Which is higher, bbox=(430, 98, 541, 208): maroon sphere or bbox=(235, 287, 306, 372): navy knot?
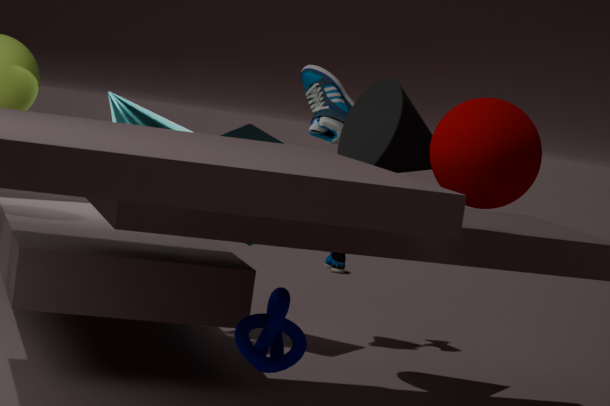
bbox=(430, 98, 541, 208): maroon sphere
